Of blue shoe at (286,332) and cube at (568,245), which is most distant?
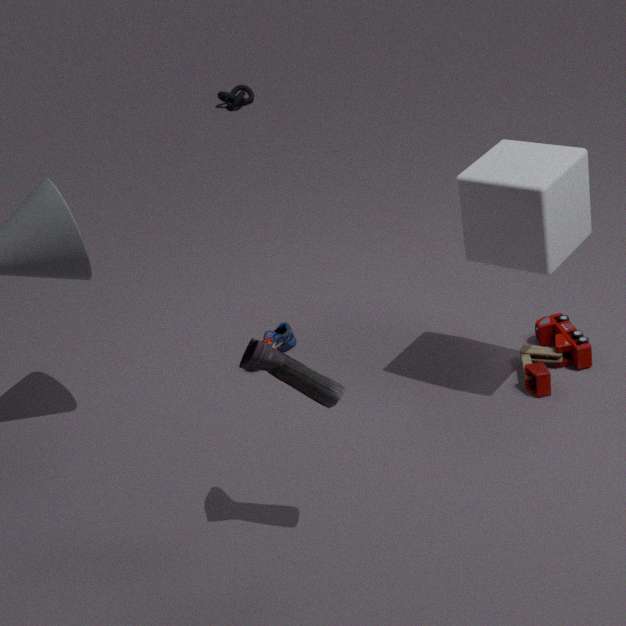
blue shoe at (286,332)
